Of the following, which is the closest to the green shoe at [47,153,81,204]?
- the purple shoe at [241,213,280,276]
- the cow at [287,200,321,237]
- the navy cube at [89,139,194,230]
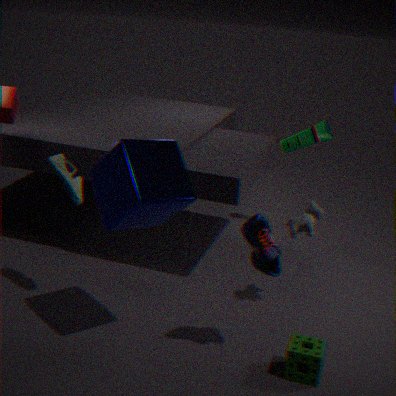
the navy cube at [89,139,194,230]
